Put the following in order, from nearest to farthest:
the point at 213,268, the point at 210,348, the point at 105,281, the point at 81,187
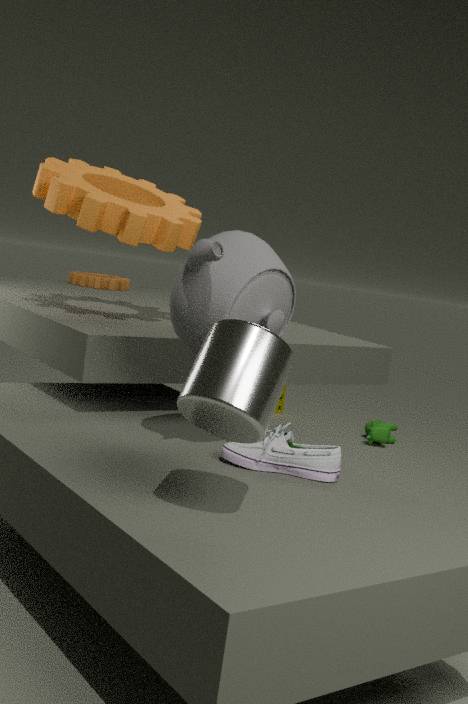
the point at 210,348
the point at 213,268
the point at 81,187
the point at 105,281
